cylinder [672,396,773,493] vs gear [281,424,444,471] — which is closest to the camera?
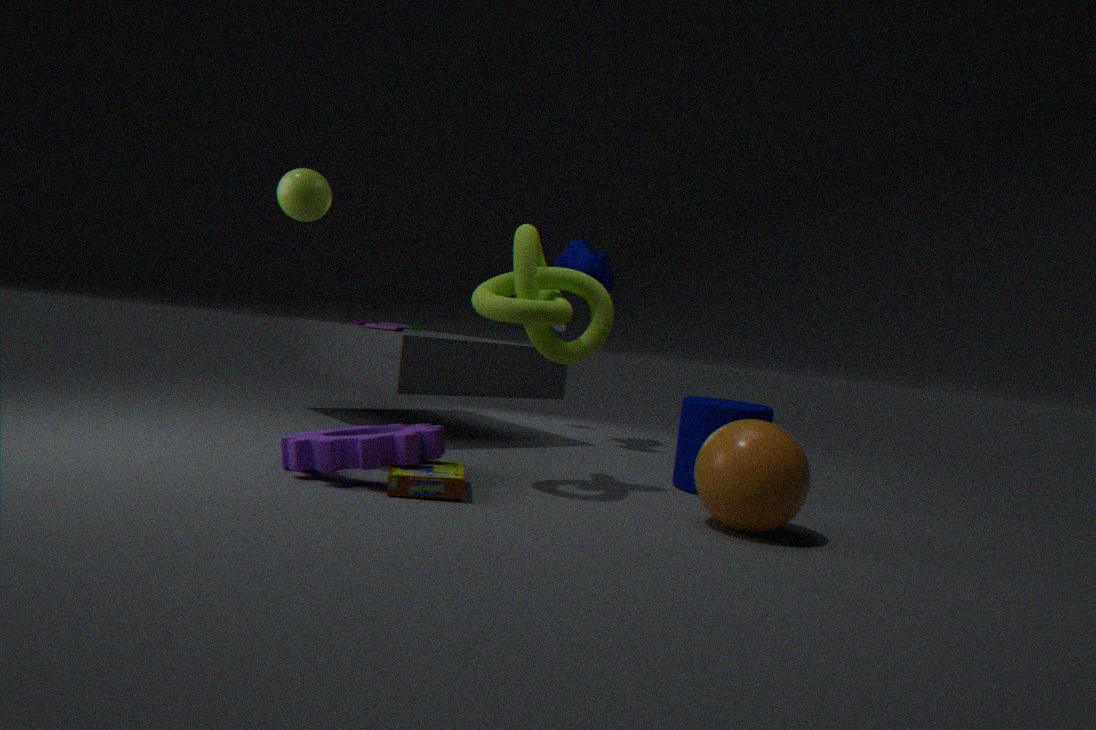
gear [281,424,444,471]
